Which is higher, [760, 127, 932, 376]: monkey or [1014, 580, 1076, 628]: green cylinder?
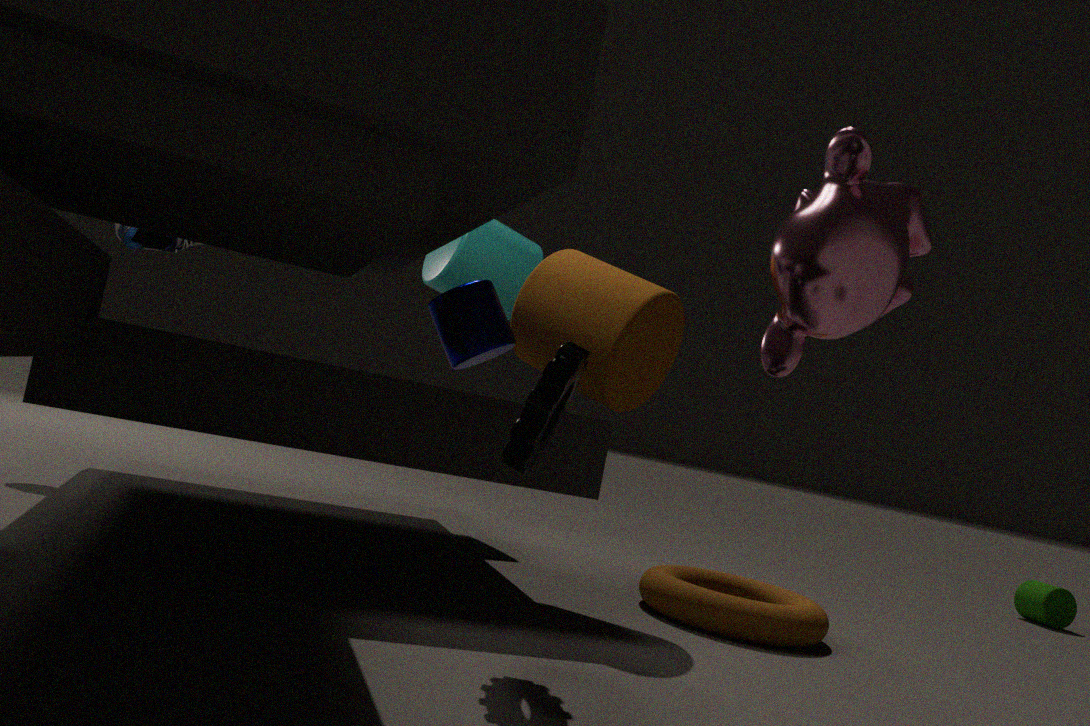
[760, 127, 932, 376]: monkey
